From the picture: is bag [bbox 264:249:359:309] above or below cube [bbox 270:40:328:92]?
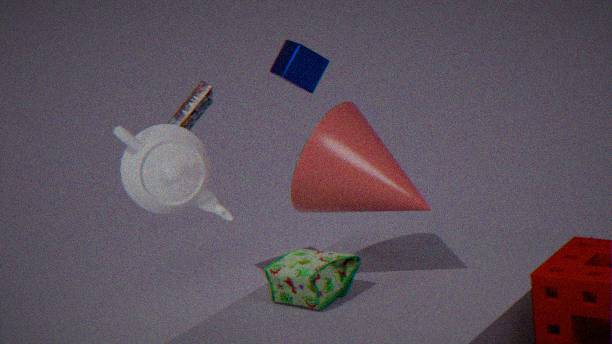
below
